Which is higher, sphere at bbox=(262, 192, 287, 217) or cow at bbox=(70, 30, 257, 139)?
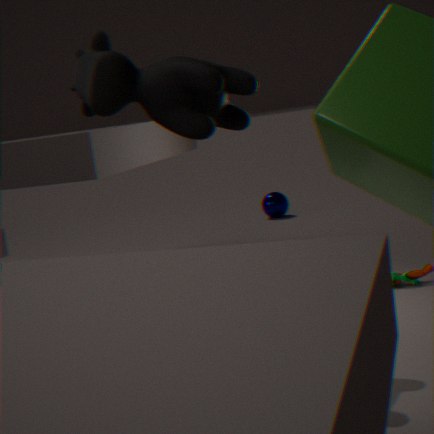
cow at bbox=(70, 30, 257, 139)
